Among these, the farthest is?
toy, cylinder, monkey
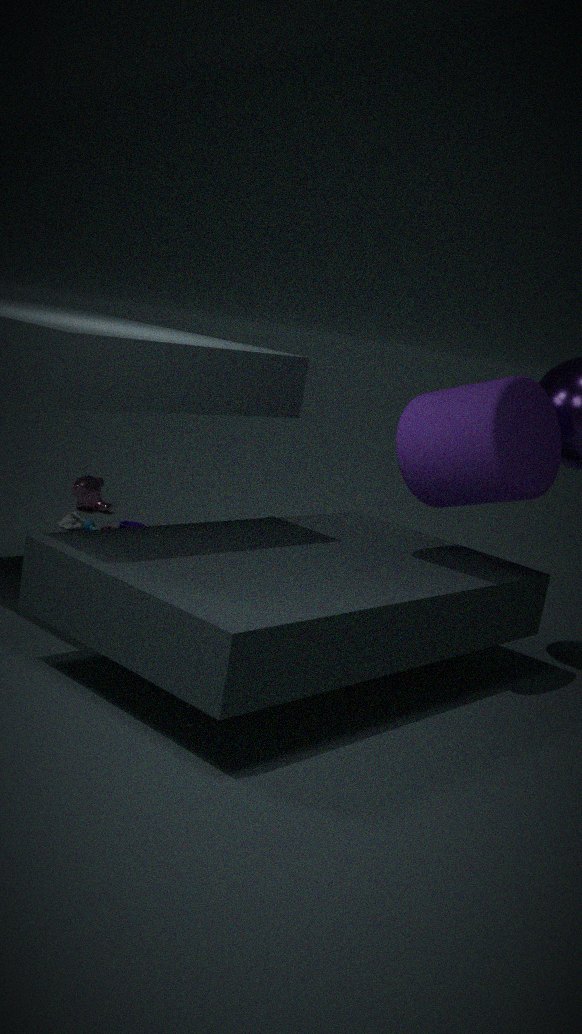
monkey
